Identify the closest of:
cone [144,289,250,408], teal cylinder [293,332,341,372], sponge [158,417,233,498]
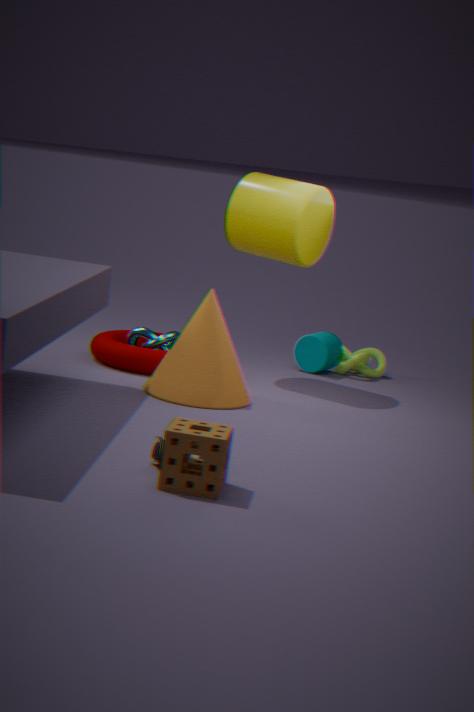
sponge [158,417,233,498]
